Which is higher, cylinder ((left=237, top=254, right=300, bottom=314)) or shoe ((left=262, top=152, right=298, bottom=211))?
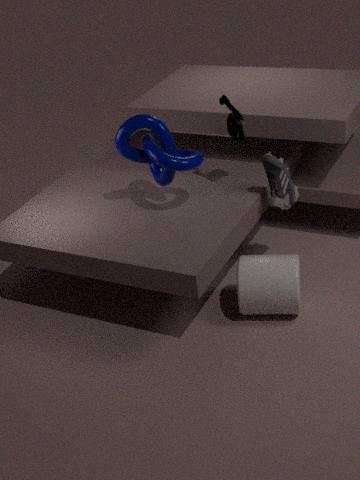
shoe ((left=262, top=152, right=298, bottom=211))
